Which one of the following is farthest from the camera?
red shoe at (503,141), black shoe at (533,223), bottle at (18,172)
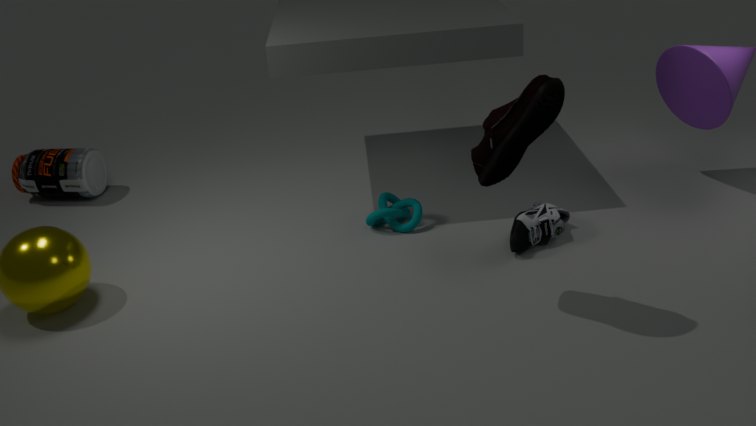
bottle at (18,172)
